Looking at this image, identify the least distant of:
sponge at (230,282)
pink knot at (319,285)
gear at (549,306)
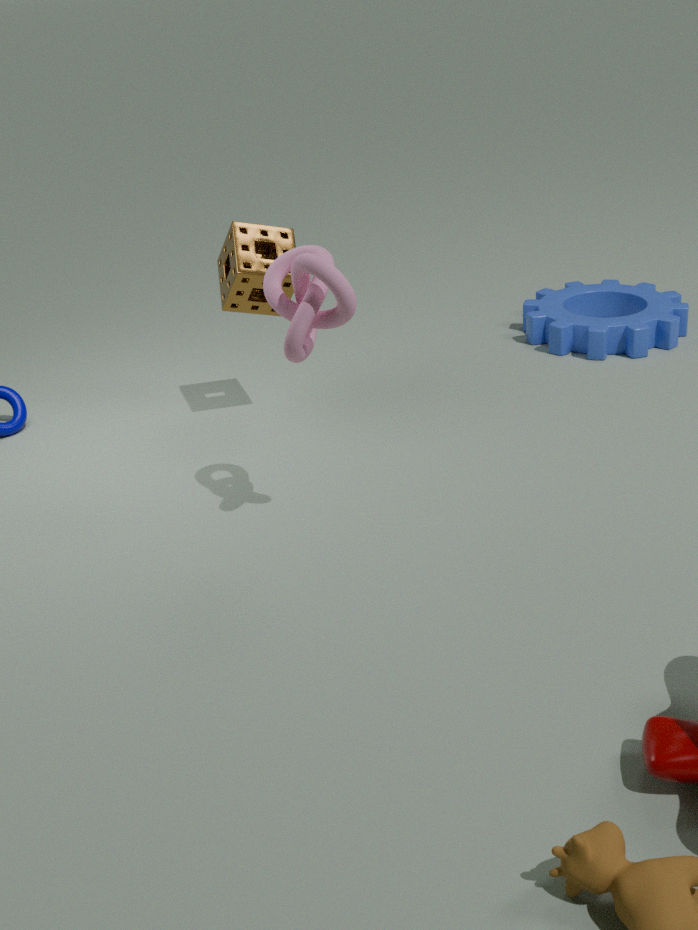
pink knot at (319,285)
